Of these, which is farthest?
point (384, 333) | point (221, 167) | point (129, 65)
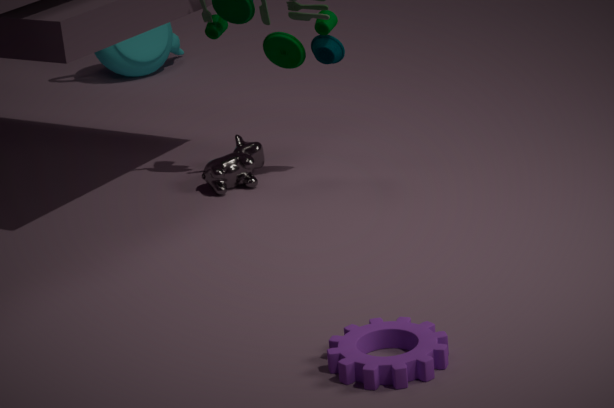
point (129, 65)
